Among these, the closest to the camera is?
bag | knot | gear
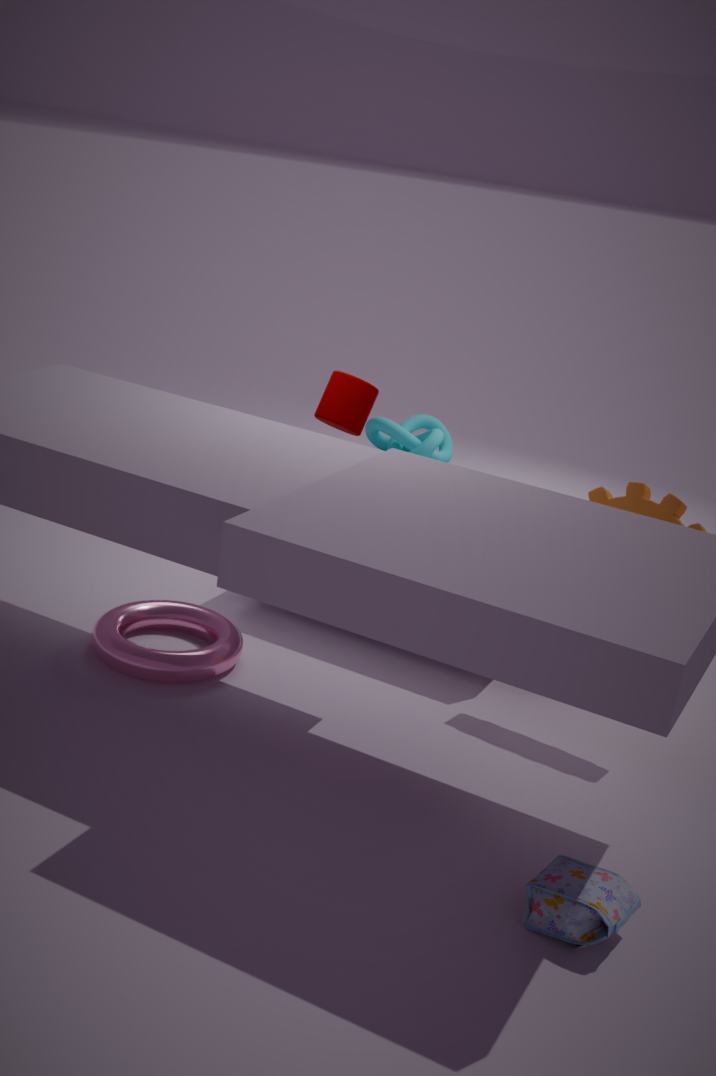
bag
